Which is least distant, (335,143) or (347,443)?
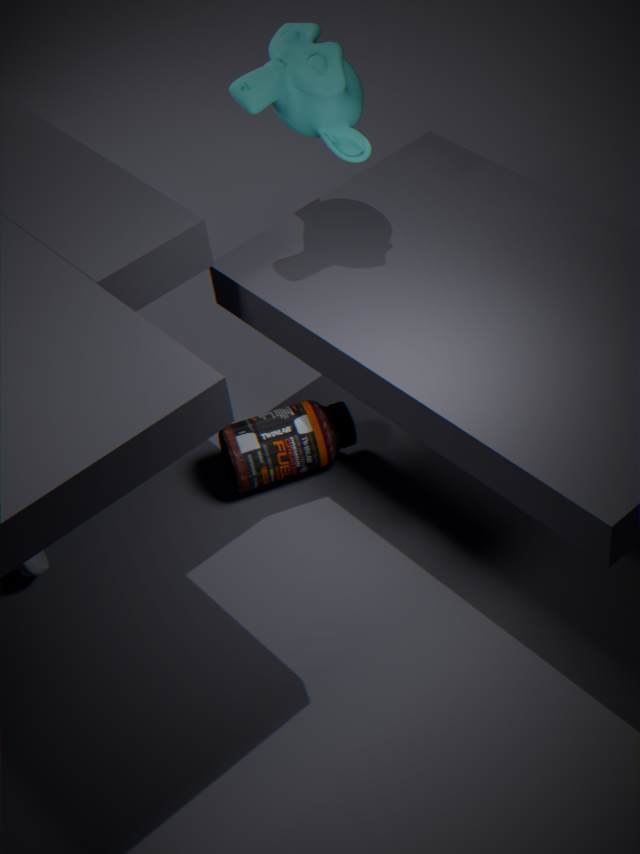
(335,143)
